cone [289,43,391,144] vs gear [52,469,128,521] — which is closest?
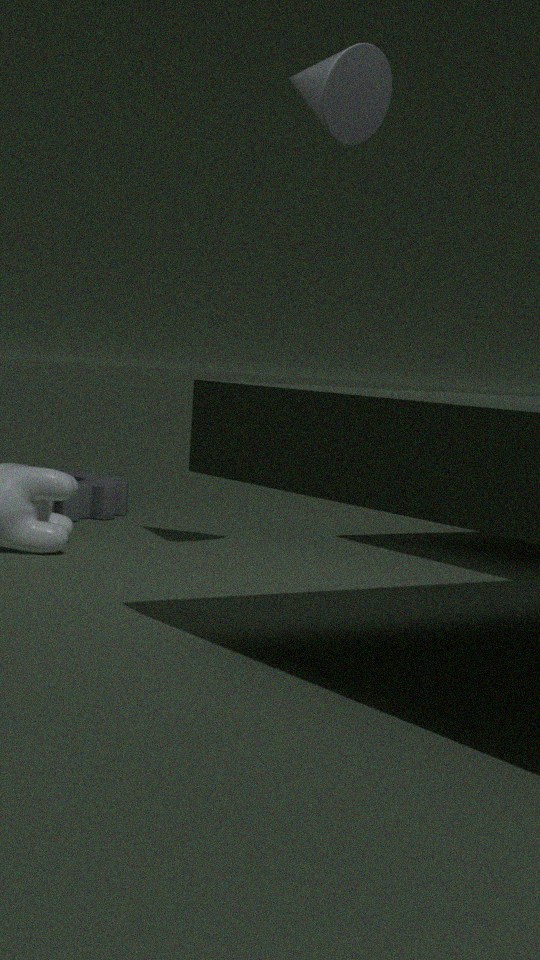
cone [289,43,391,144]
